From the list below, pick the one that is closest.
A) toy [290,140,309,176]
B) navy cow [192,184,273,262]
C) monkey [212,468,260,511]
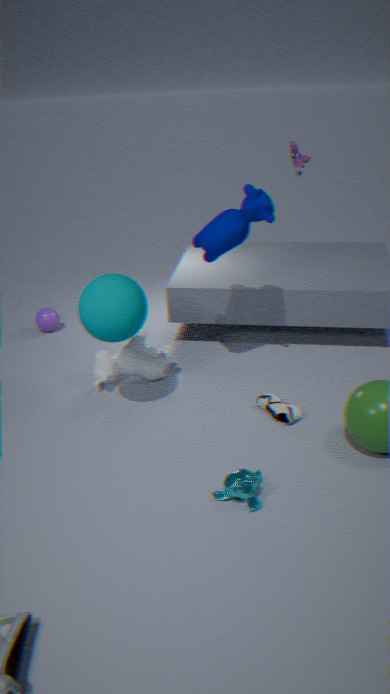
monkey [212,468,260,511]
